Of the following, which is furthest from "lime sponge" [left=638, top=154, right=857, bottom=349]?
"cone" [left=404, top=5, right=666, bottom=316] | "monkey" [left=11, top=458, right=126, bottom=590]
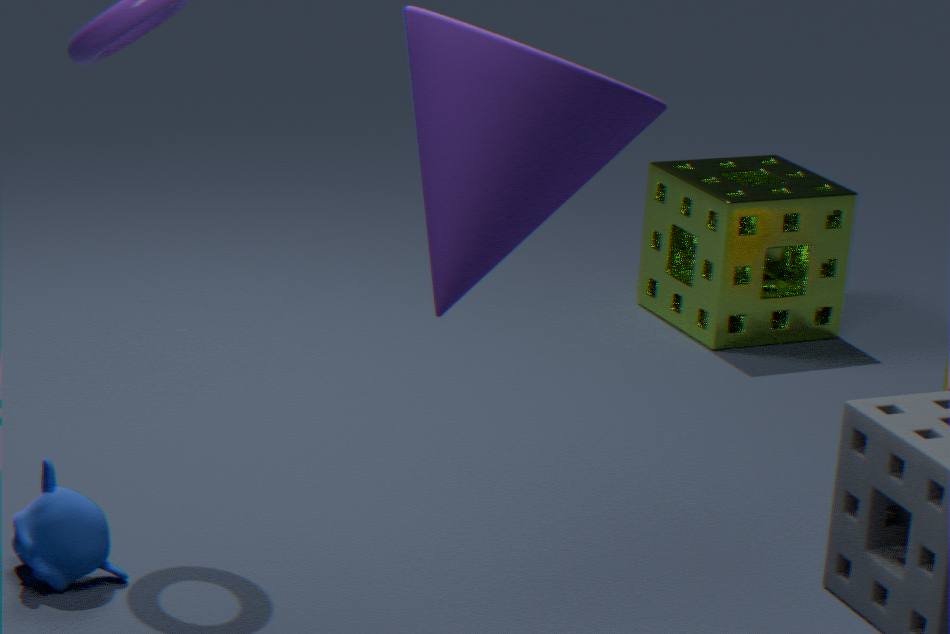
"monkey" [left=11, top=458, right=126, bottom=590]
